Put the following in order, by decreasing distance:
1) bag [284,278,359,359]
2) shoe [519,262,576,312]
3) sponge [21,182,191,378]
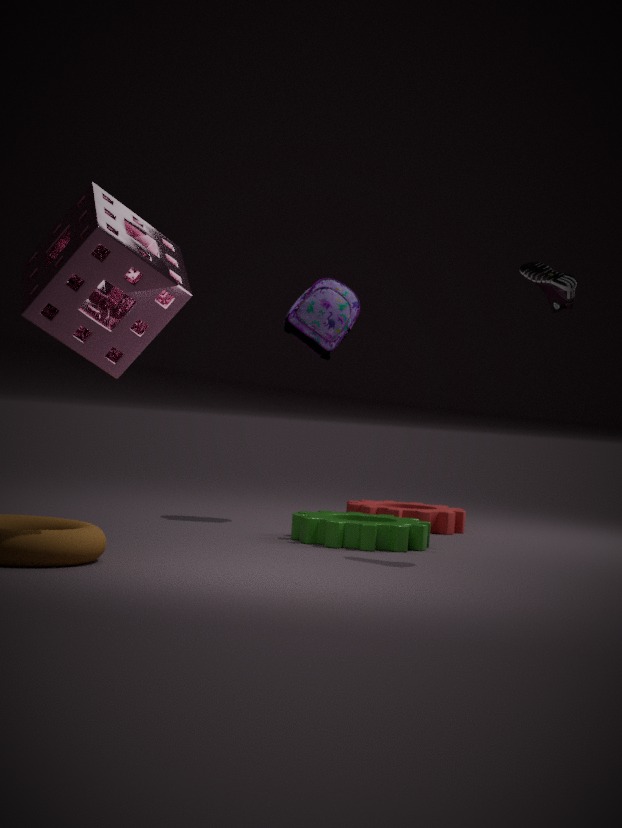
1. bag [284,278,359,359] → 2. shoe [519,262,576,312] → 3. sponge [21,182,191,378]
